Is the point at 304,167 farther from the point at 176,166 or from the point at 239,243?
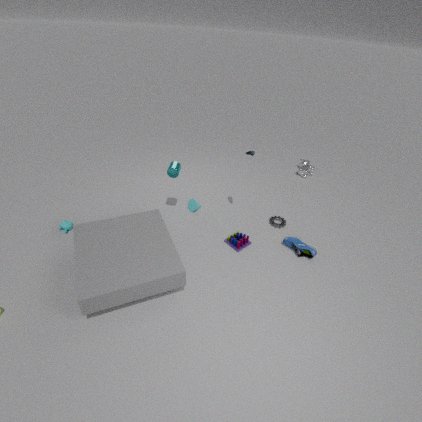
the point at 176,166
